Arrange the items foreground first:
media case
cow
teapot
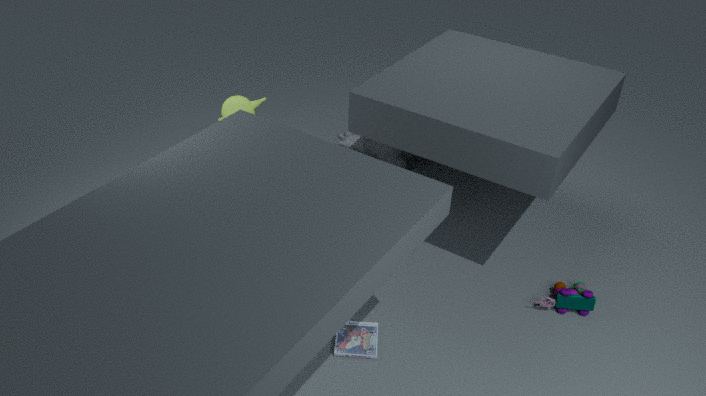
1. media case
2. teapot
3. cow
